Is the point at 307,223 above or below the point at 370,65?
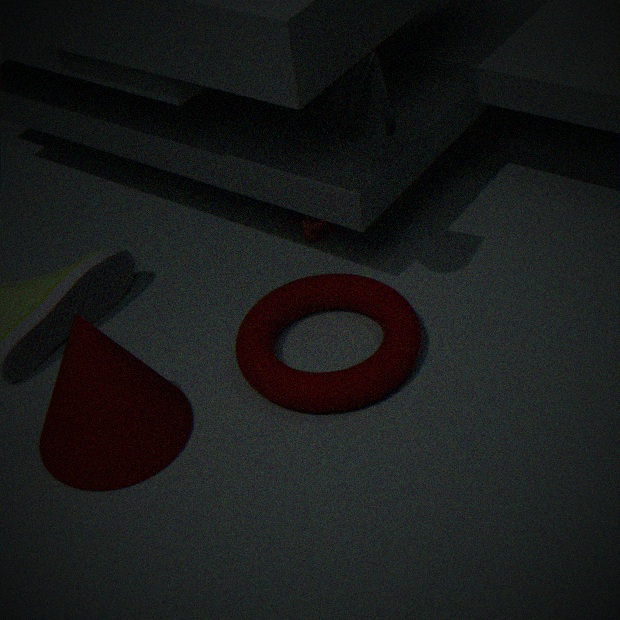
below
